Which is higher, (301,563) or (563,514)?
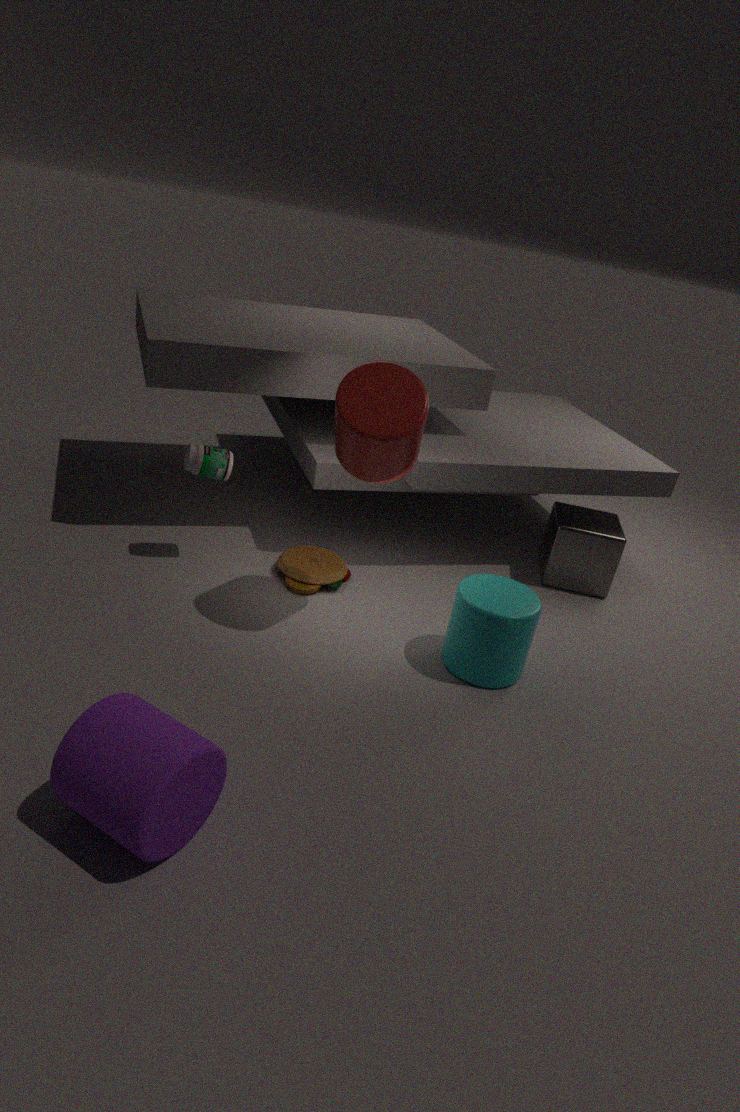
(563,514)
